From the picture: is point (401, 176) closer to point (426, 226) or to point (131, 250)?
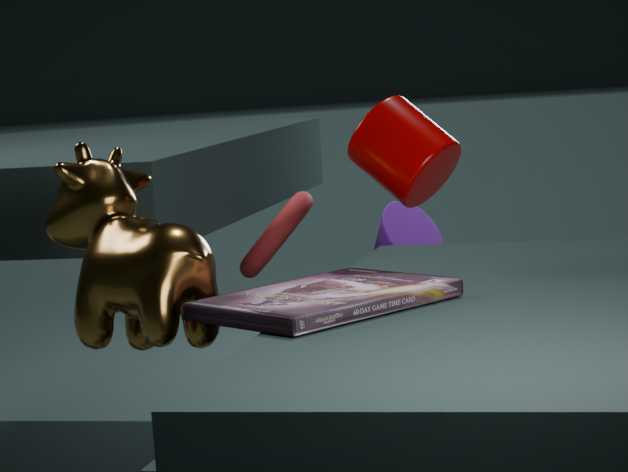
point (131, 250)
